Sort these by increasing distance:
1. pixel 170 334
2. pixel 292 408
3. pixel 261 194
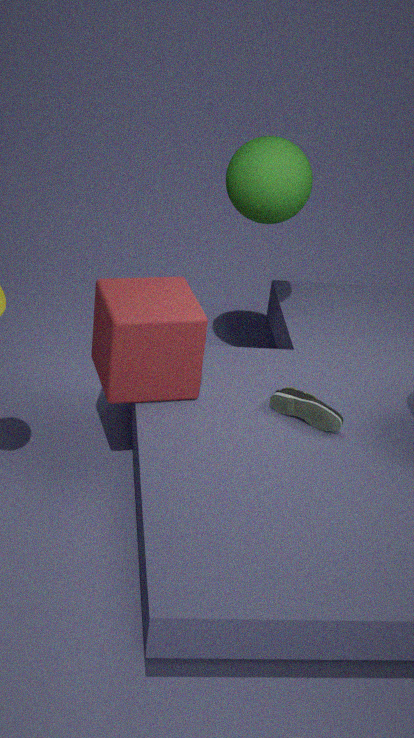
pixel 170 334 → pixel 292 408 → pixel 261 194
